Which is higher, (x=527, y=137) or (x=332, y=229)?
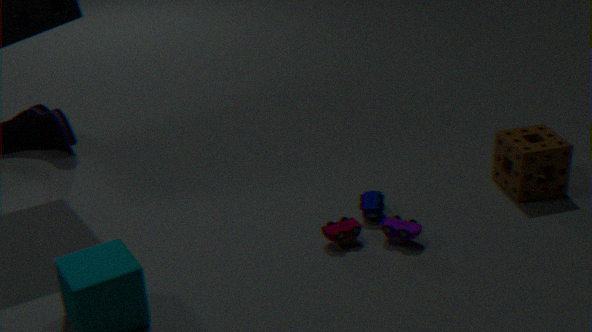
(x=527, y=137)
